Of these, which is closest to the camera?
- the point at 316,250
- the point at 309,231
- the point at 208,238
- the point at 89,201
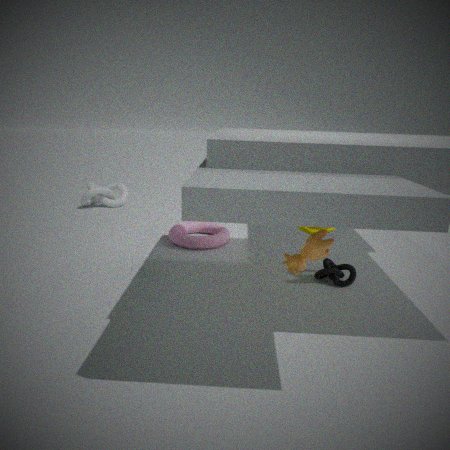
the point at 316,250
